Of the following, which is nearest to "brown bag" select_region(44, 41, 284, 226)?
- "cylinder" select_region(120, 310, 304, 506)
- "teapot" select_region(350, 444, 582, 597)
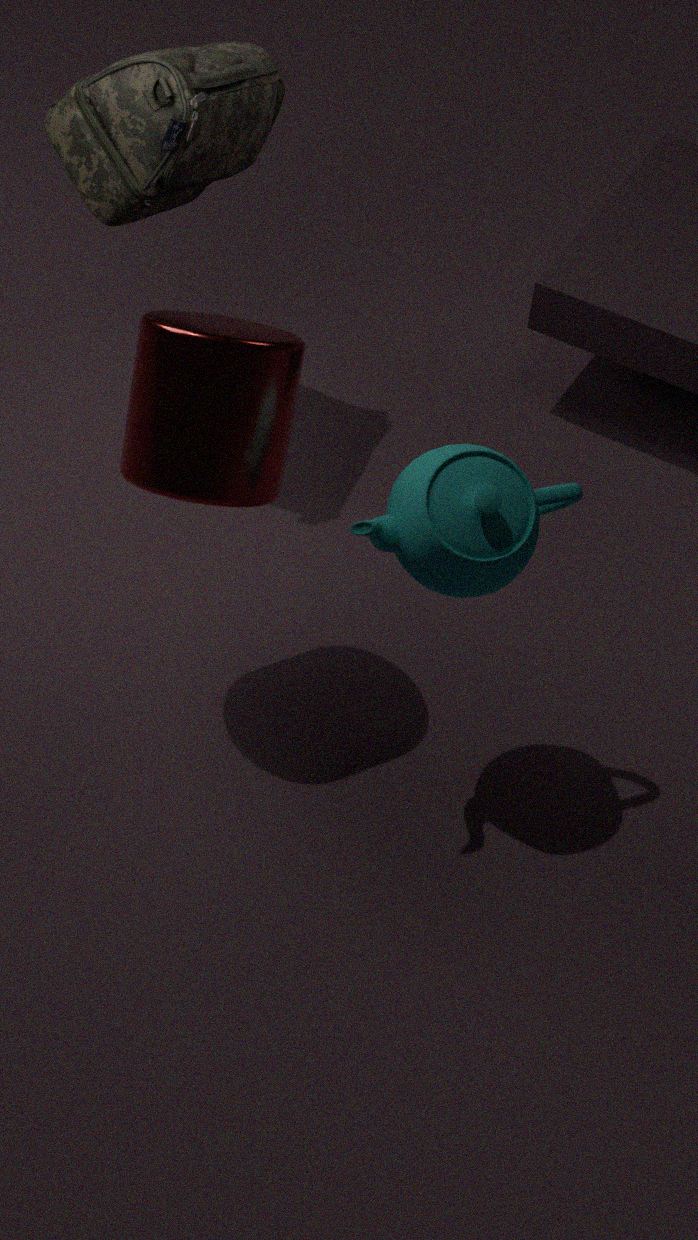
"cylinder" select_region(120, 310, 304, 506)
